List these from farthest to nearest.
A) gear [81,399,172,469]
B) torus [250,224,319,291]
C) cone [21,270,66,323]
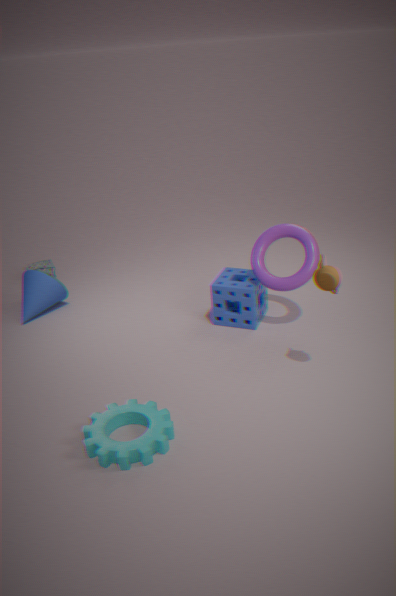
1. cone [21,270,66,323]
2. torus [250,224,319,291]
3. gear [81,399,172,469]
